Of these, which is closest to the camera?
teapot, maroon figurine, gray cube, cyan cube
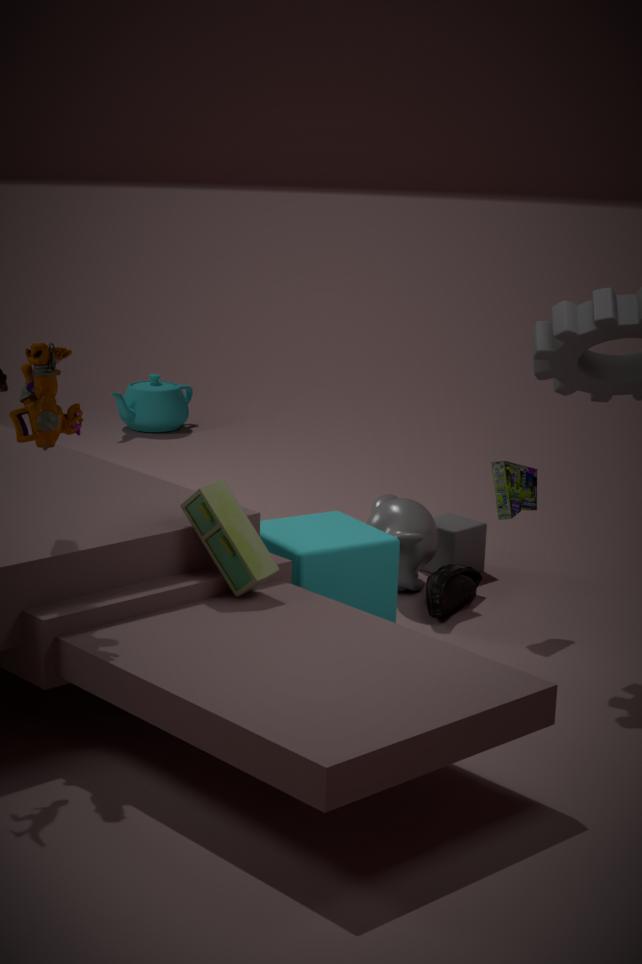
maroon figurine
